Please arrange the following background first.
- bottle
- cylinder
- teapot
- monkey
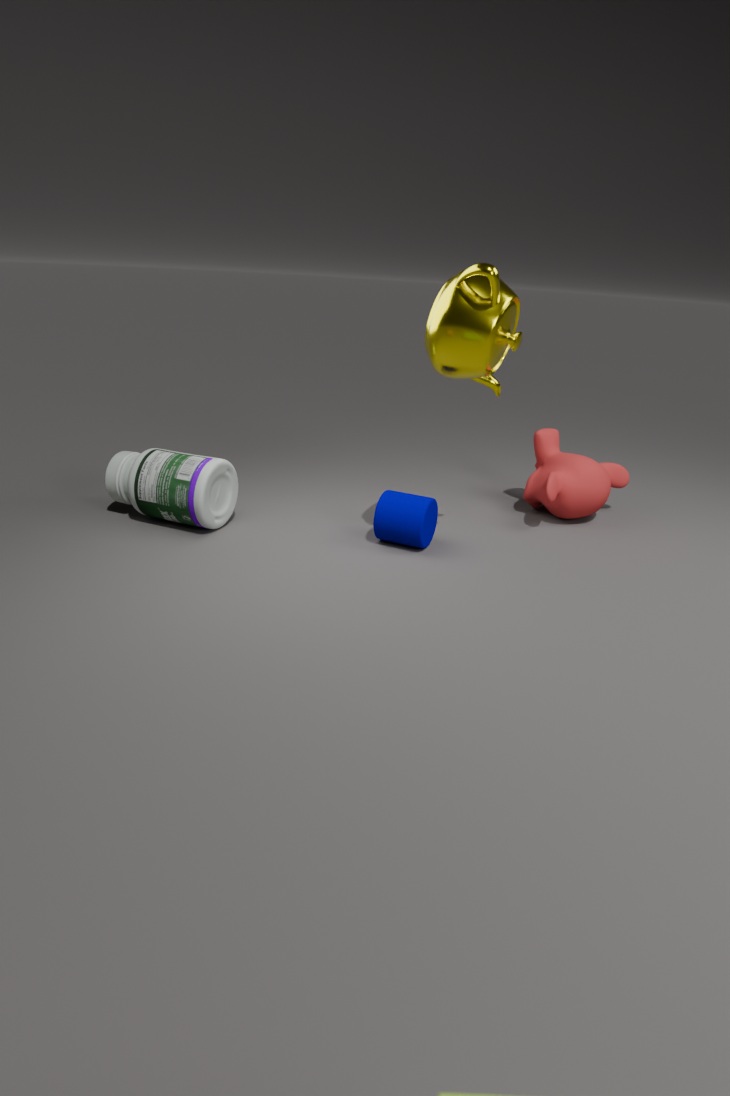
monkey, bottle, cylinder, teapot
